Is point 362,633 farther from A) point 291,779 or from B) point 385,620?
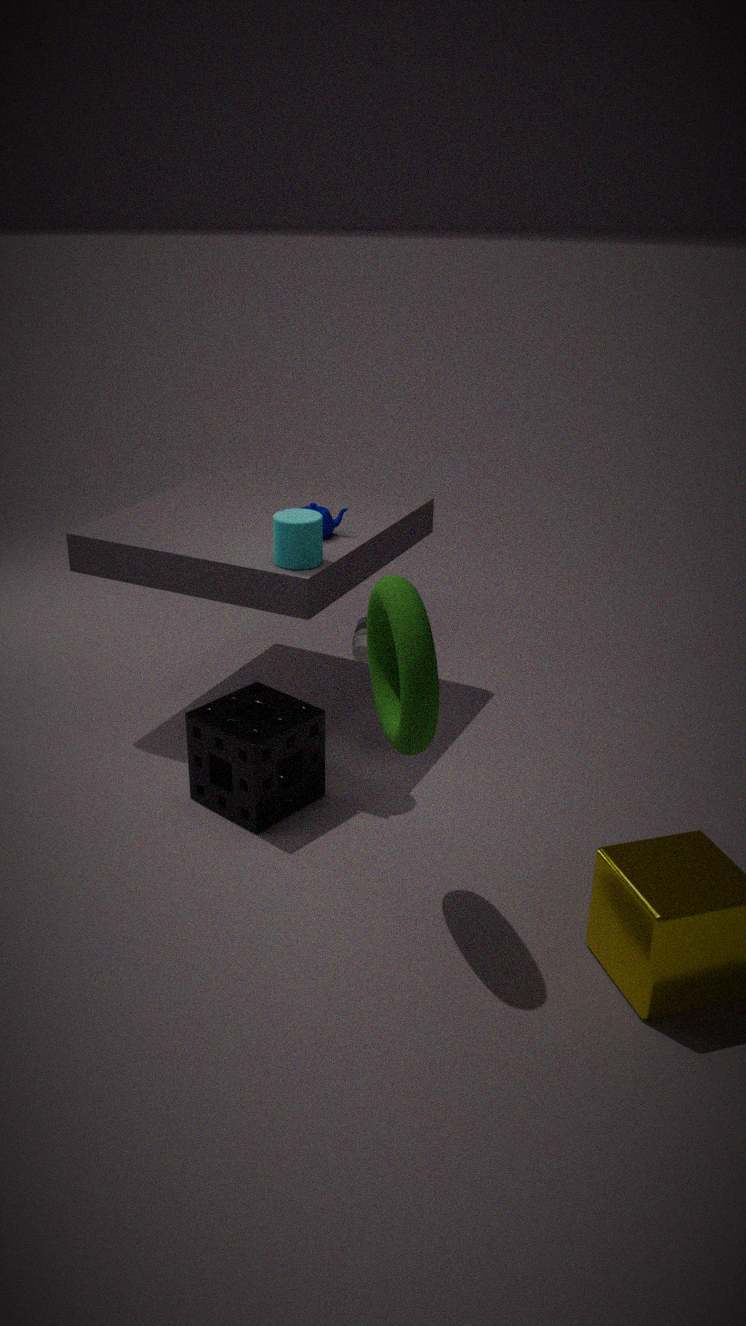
B) point 385,620
